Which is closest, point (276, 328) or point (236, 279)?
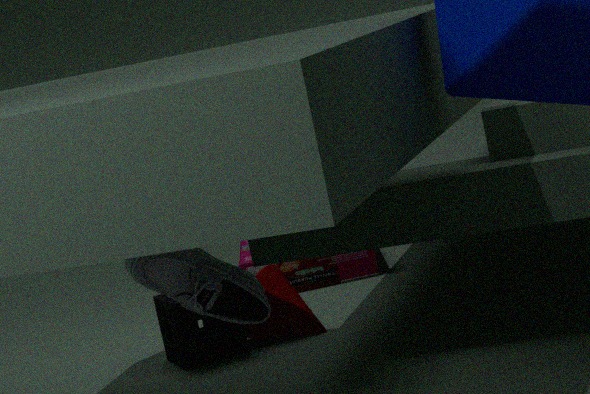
point (236, 279)
